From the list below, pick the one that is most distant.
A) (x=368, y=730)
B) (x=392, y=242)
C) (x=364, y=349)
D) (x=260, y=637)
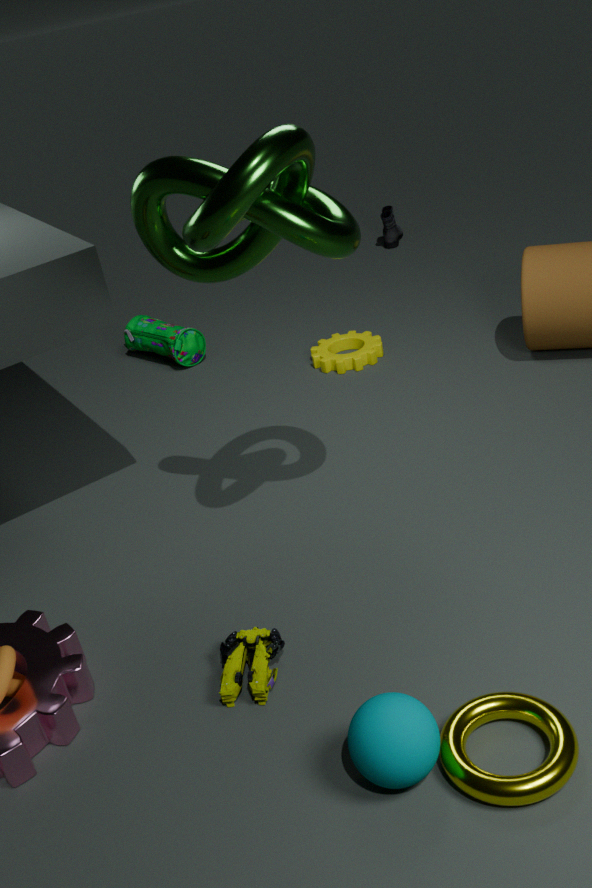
(x=392, y=242)
